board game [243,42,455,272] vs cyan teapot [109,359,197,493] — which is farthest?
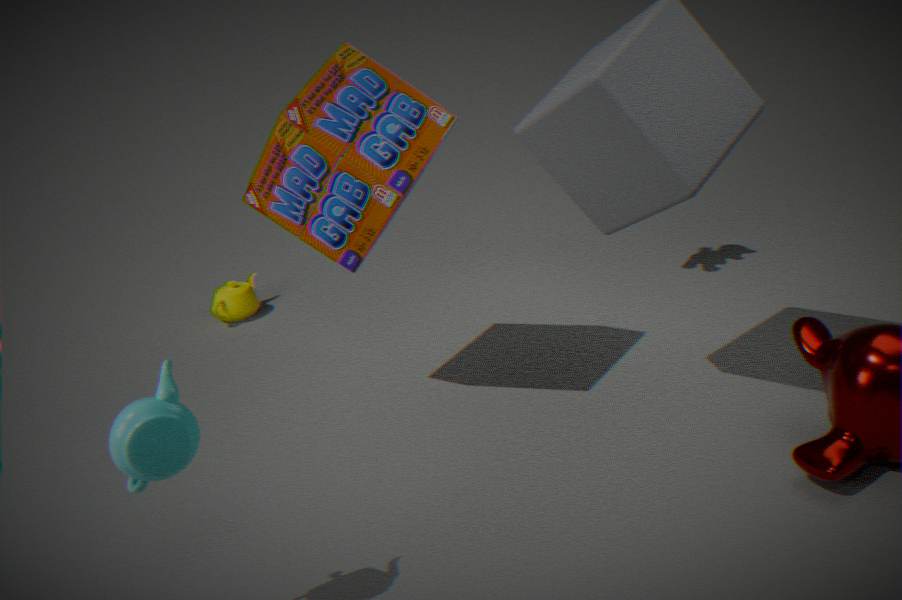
board game [243,42,455,272]
